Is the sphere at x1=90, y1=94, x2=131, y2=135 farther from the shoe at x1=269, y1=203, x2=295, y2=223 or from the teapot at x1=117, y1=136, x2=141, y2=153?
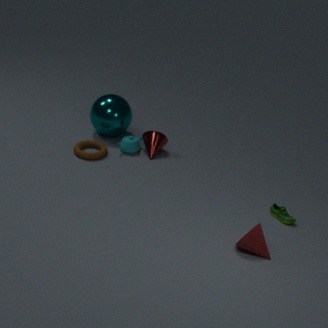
the shoe at x1=269, y1=203, x2=295, y2=223
